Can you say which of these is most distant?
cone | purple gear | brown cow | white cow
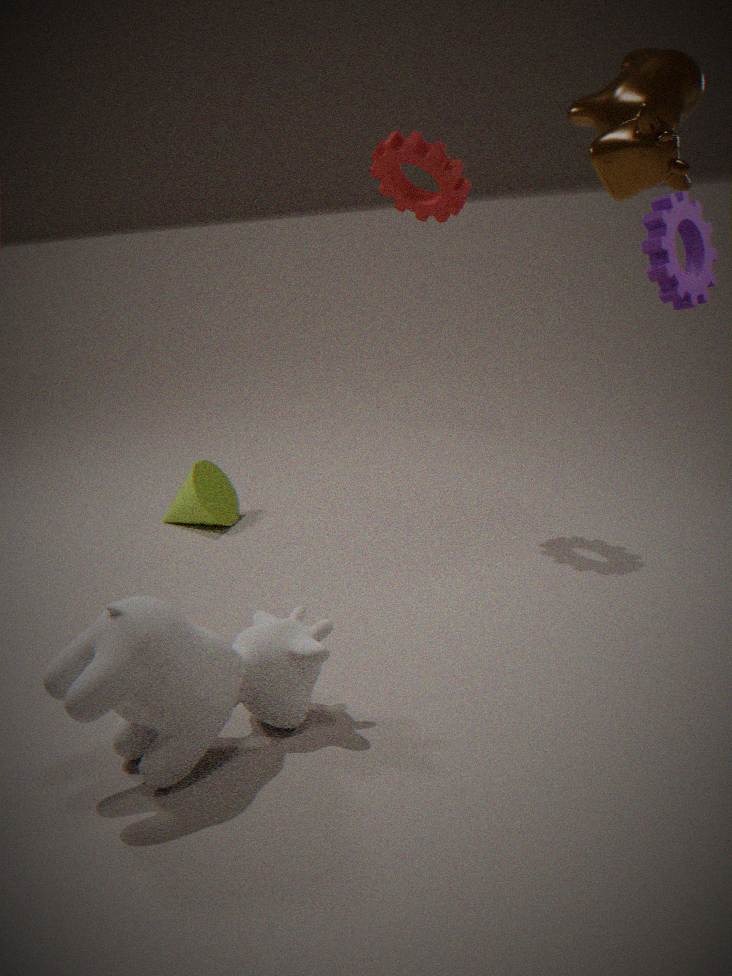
cone
